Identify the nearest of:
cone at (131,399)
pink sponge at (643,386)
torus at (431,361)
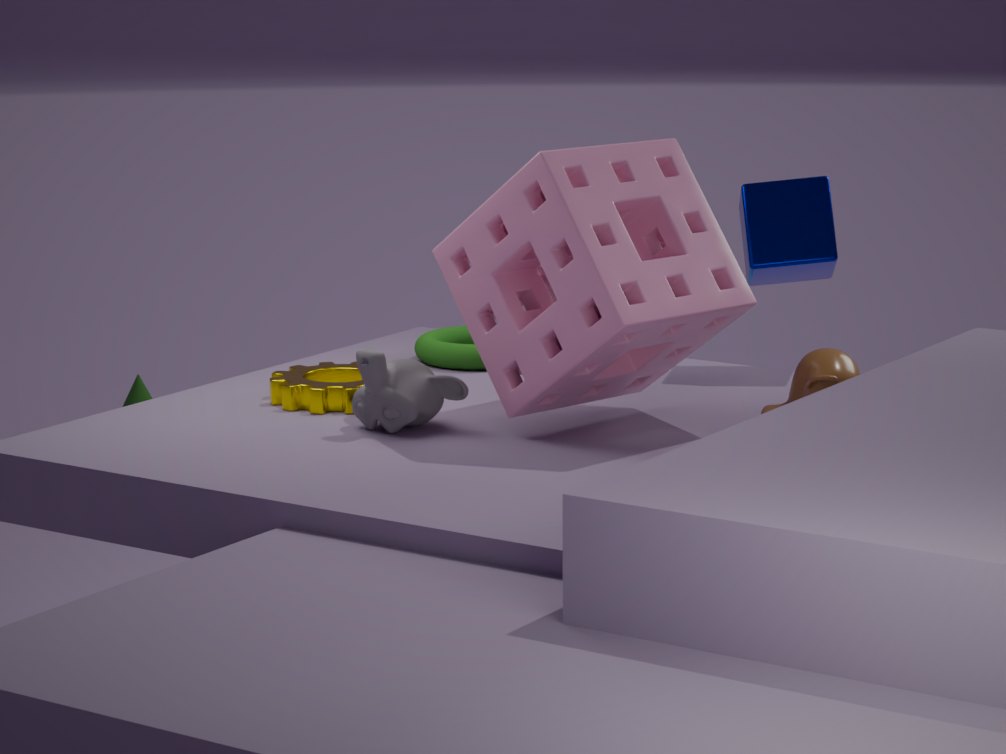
pink sponge at (643,386)
